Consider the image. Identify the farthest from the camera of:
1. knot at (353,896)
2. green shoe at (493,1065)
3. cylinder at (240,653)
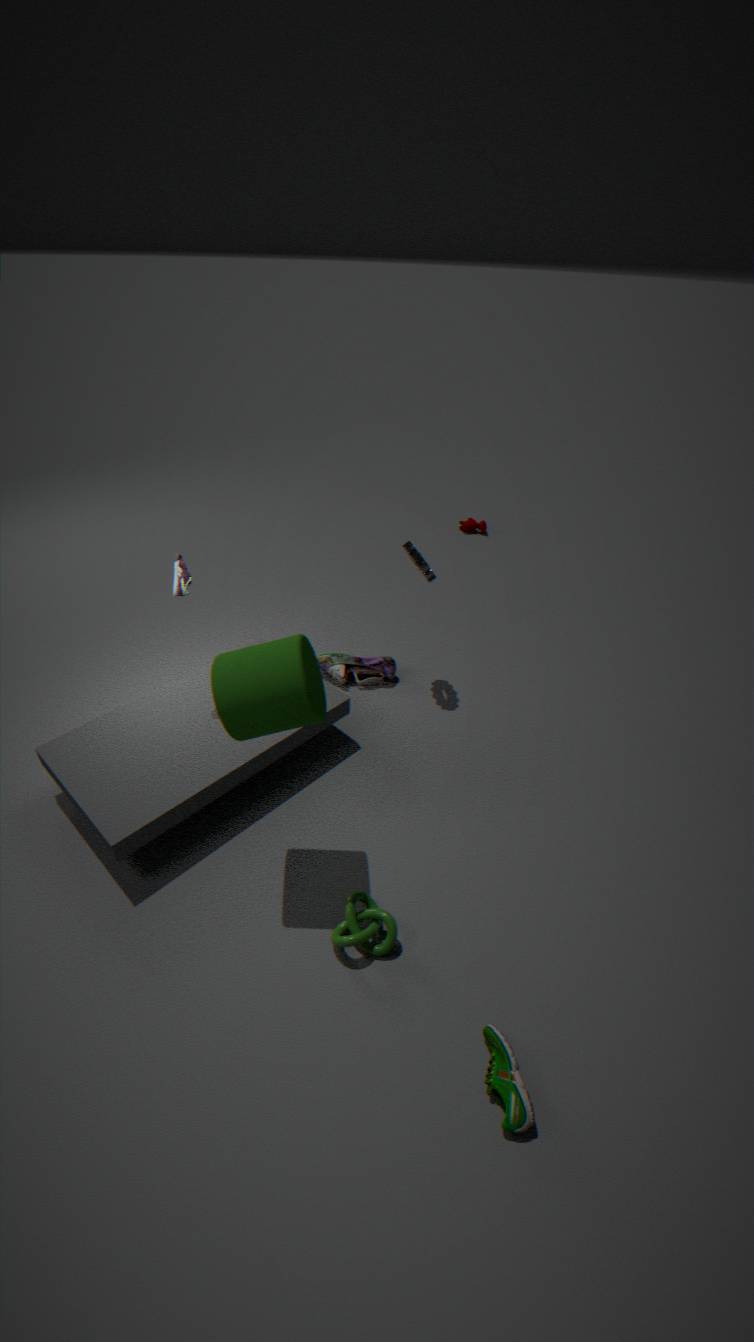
knot at (353,896)
